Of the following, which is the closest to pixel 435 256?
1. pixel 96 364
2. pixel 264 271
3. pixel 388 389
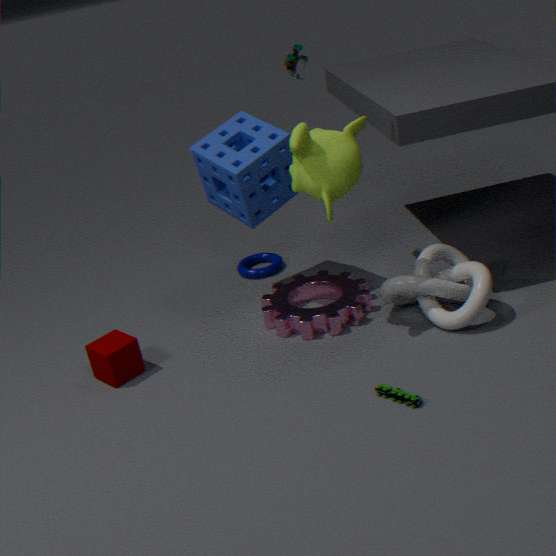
pixel 388 389
